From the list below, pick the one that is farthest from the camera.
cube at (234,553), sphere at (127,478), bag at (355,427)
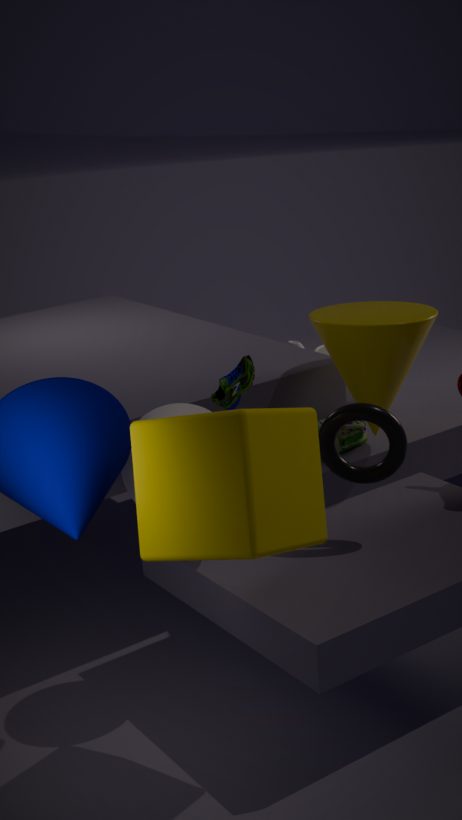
bag at (355,427)
